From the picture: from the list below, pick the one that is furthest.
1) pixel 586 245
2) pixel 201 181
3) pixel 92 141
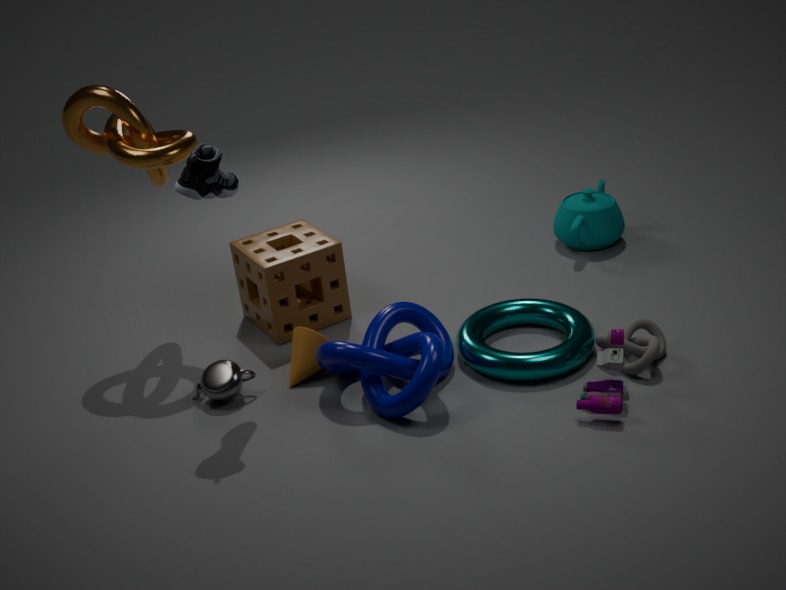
1. pixel 586 245
